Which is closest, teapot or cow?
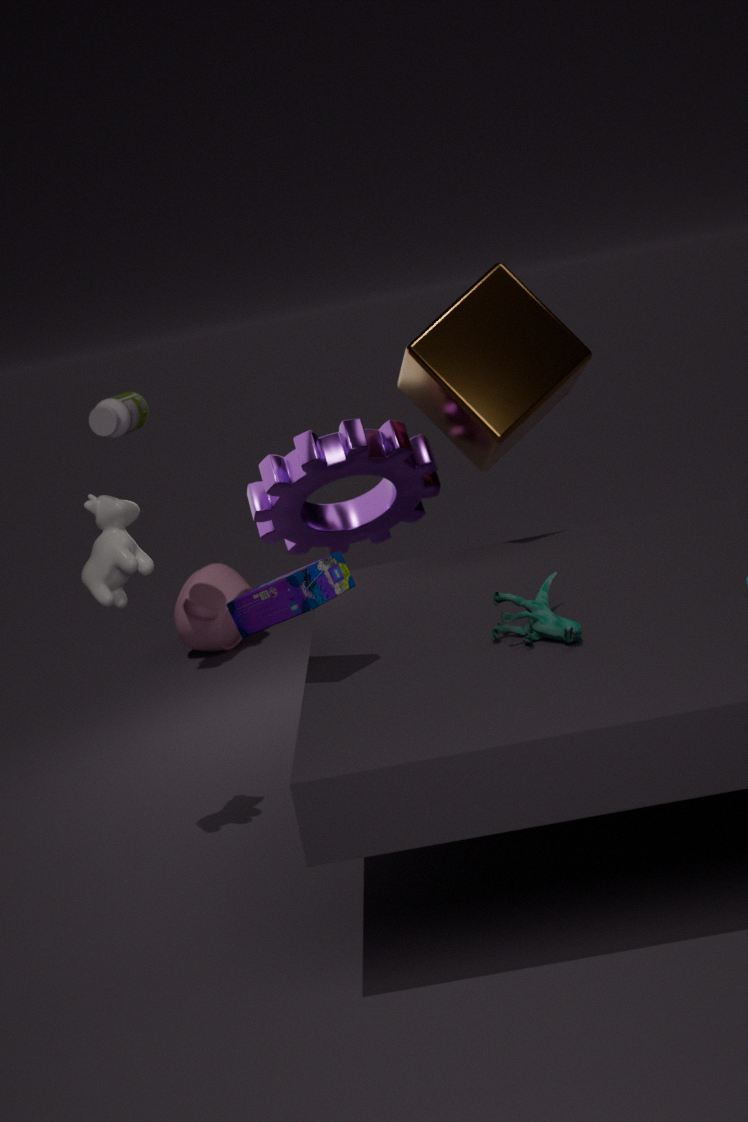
cow
